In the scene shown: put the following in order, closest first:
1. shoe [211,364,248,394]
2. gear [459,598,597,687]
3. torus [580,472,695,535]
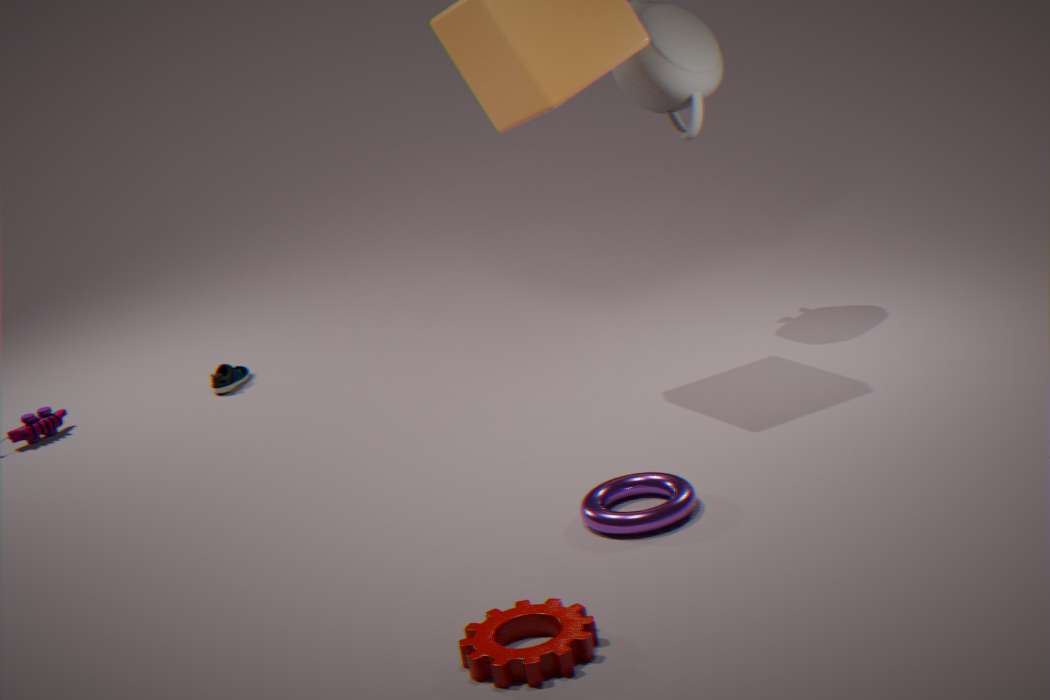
gear [459,598,597,687]
torus [580,472,695,535]
shoe [211,364,248,394]
